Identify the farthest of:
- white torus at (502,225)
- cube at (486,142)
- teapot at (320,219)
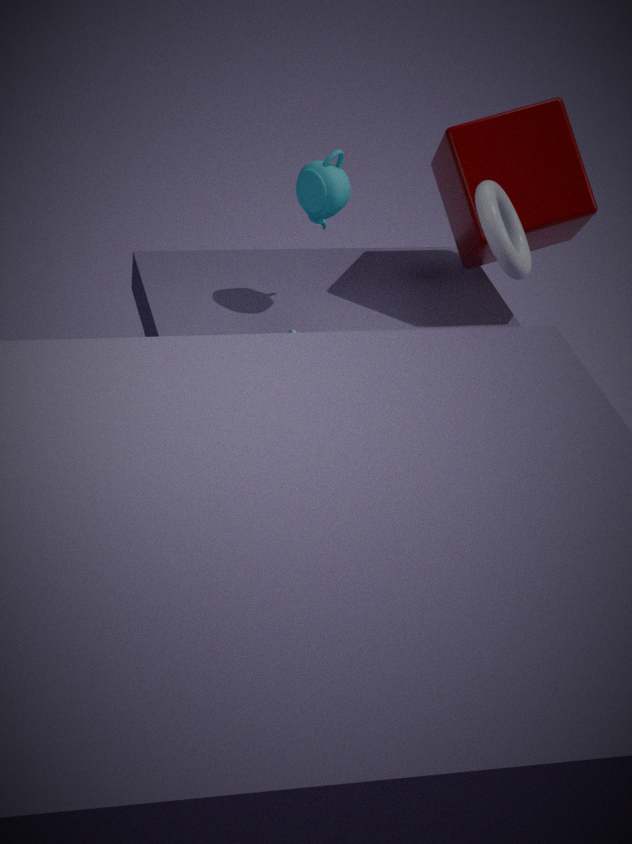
cube at (486,142)
